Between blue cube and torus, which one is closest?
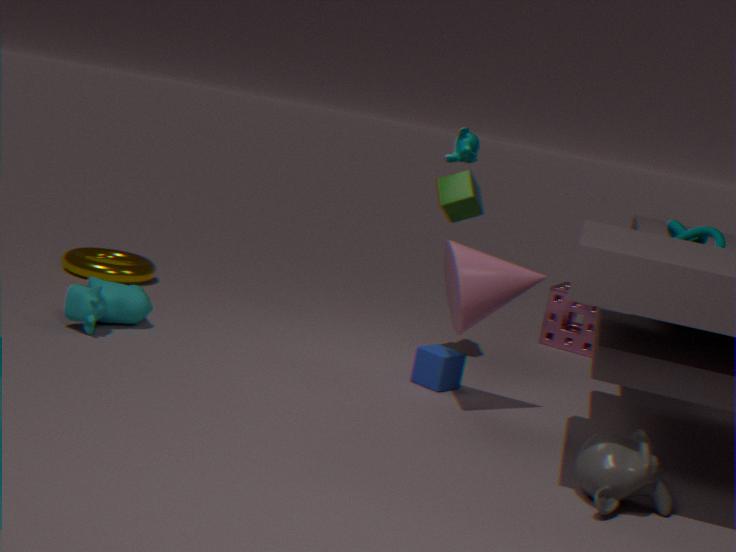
blue cube
